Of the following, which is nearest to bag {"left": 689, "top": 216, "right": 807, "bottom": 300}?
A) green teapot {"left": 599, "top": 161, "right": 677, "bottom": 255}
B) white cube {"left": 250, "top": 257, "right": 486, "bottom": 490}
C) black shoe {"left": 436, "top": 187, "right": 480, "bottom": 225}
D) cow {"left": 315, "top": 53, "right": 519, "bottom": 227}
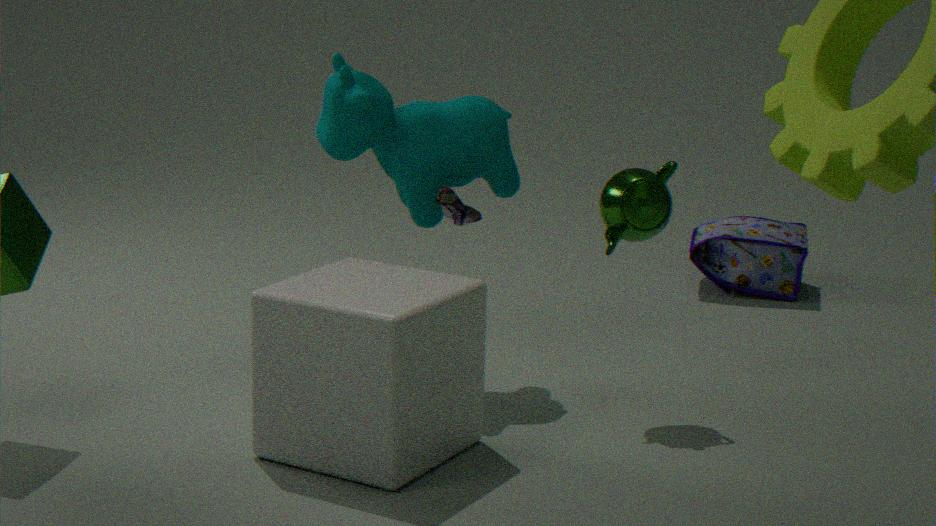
cow {"left": 315, "top": 53, "right": 519, "bottom": 227}
